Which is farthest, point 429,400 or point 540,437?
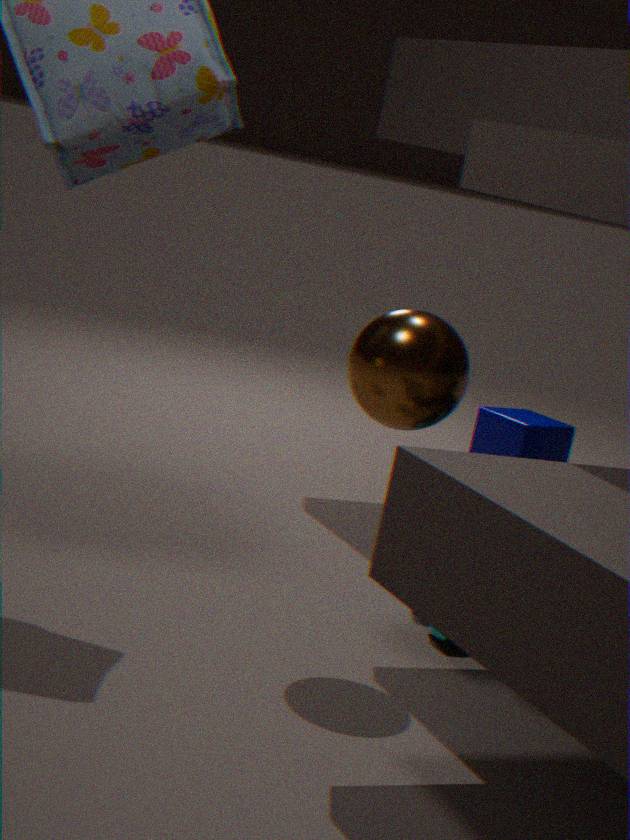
point 540,437
